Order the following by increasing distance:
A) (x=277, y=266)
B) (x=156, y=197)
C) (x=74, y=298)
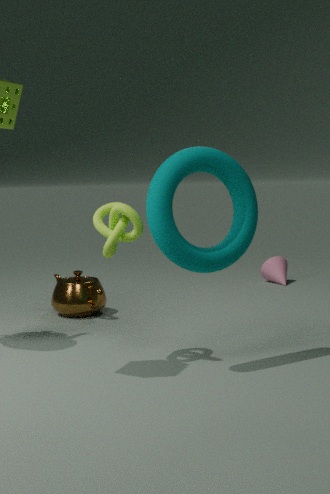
(x=156, y=197)
(x=74, y=298)
(x=277, y=266)
